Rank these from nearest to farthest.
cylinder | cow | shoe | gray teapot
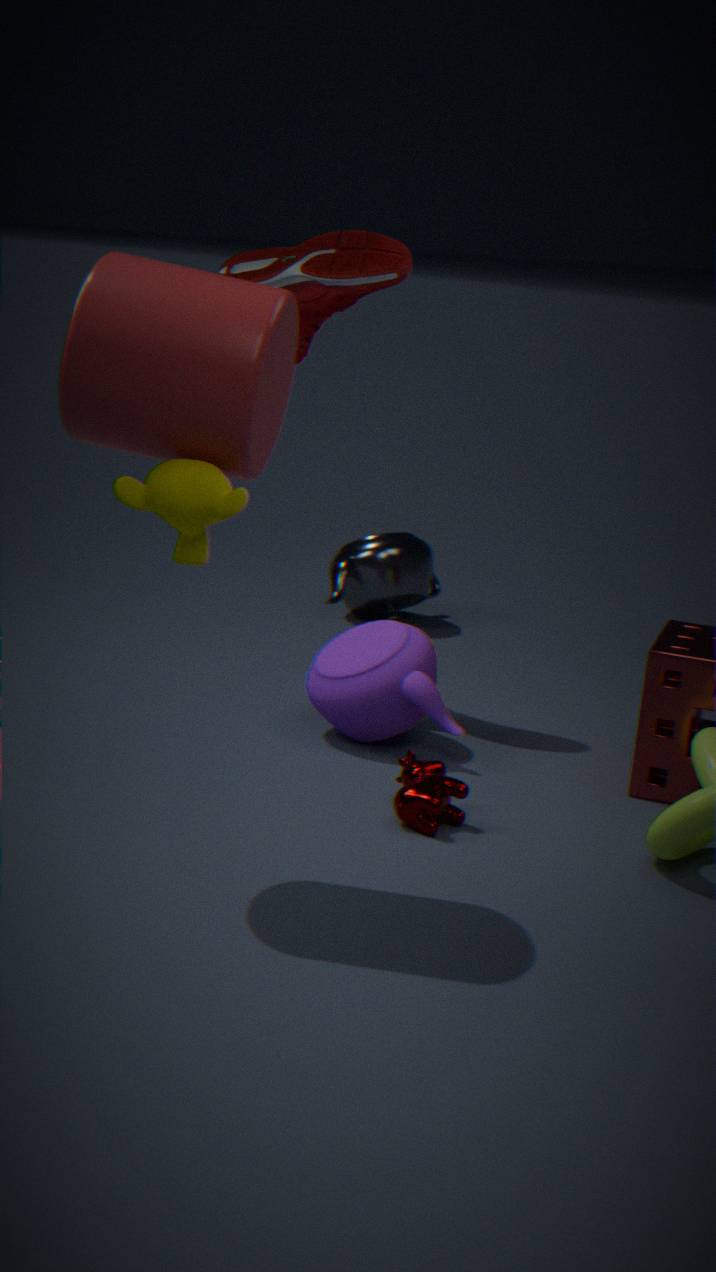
cylinder < cow < shoe < gray teapot
